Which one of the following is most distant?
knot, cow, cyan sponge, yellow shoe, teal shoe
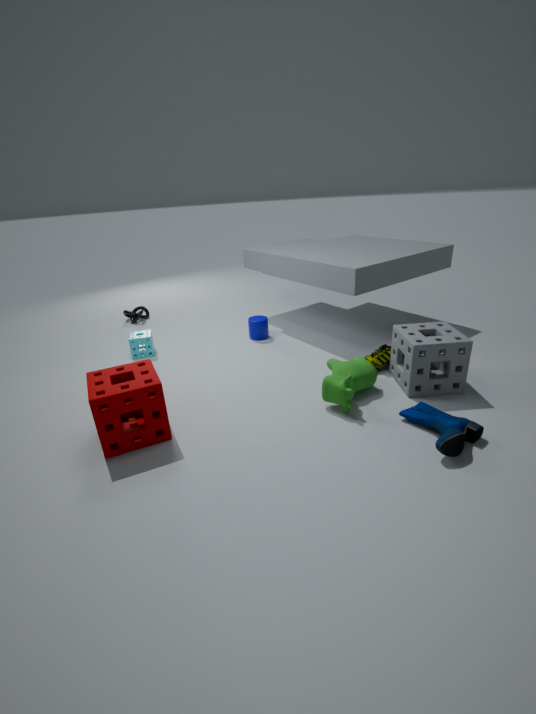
knot
